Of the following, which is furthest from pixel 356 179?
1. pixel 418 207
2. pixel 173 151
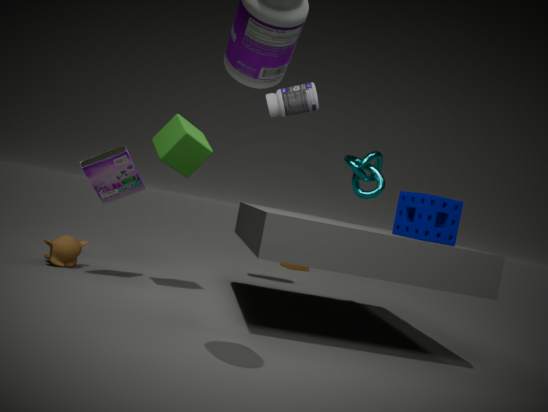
pixel 173 151
